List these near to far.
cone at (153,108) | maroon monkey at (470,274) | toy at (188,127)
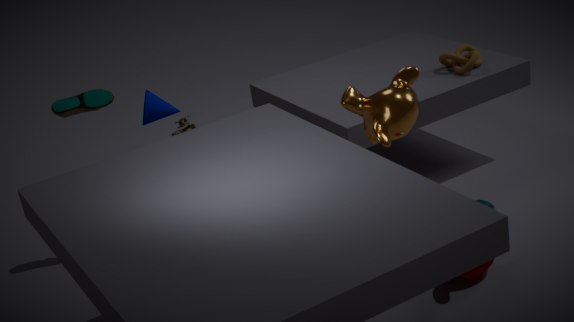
maroon monkey at (470,274) → cone at (153,108) → toy at (188,127)
